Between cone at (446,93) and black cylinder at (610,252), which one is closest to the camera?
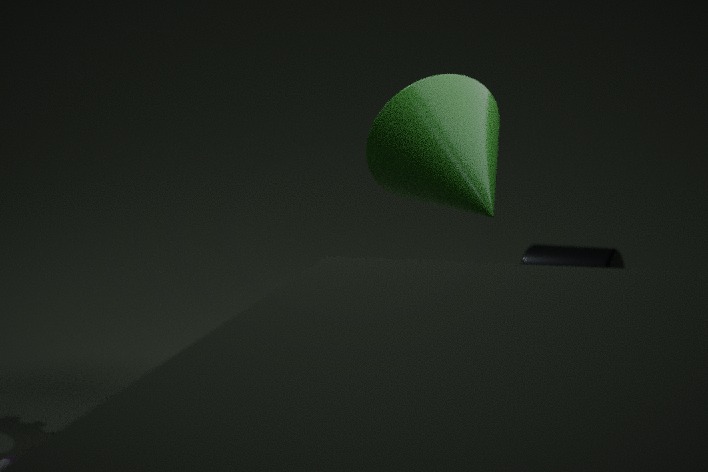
cone at (446,93)
